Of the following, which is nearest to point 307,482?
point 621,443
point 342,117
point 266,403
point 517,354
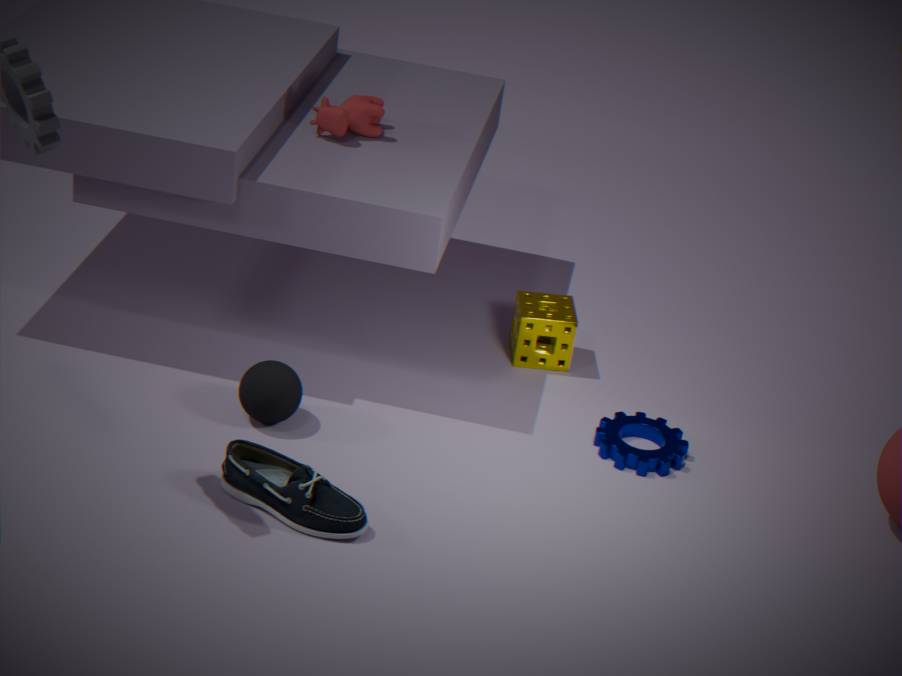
point 266,403
